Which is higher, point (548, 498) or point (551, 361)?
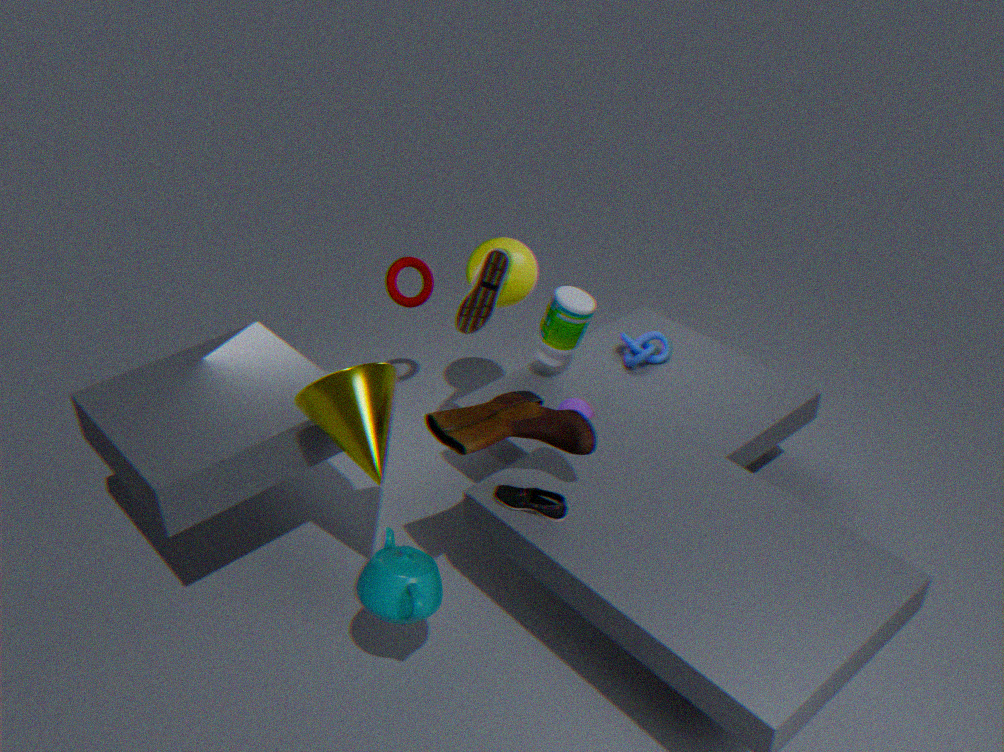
point (551, 361)
